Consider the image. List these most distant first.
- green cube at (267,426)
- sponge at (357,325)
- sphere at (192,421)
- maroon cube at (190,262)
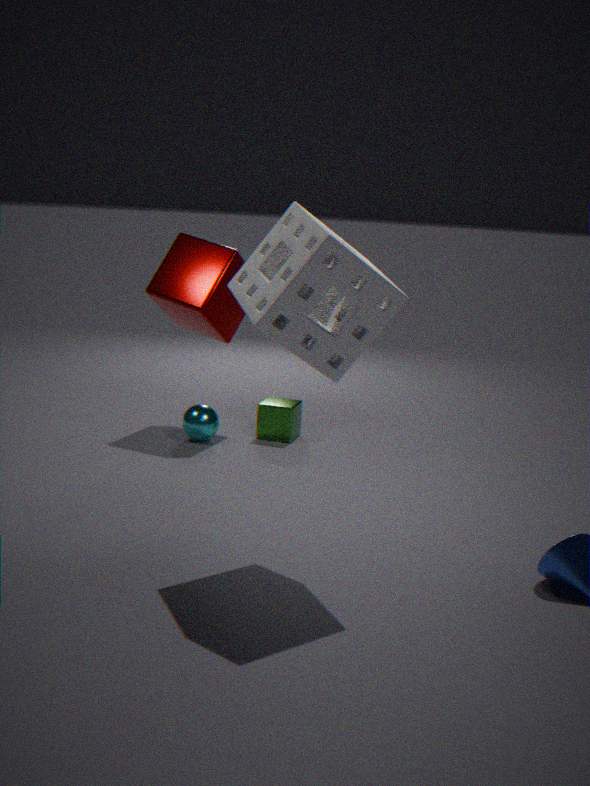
green cube at (267,426) → sphere at (192,421) → maroon cube at (190,262) → sponge at (357,325)
